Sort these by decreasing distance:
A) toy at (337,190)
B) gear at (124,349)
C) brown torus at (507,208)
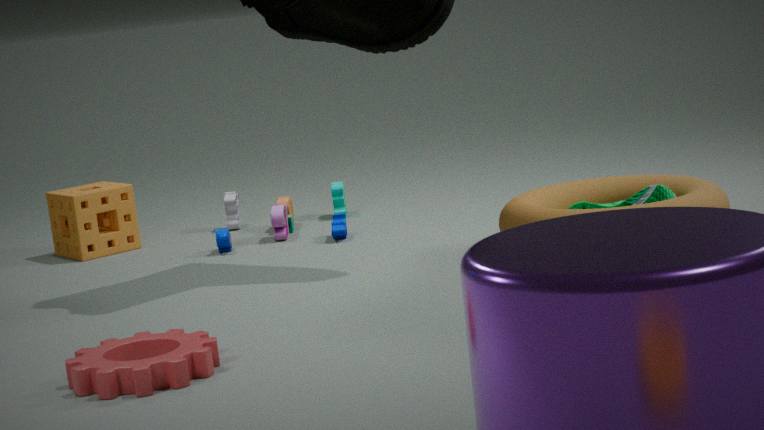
toy at (337,190) < brown torus at (507,208) < gear at (124,349)
